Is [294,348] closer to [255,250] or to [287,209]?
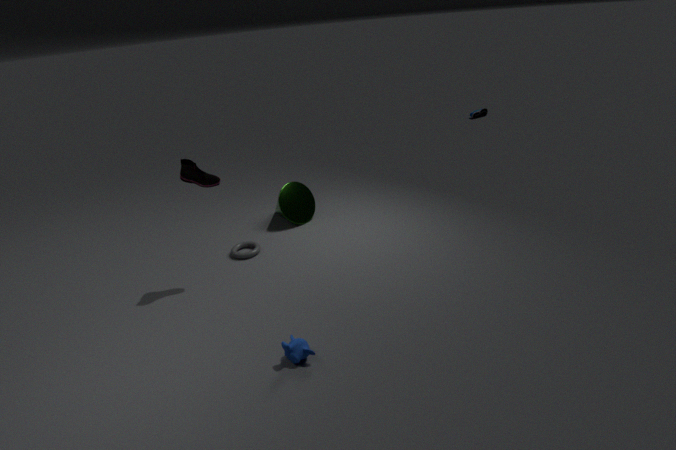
[255,250]
